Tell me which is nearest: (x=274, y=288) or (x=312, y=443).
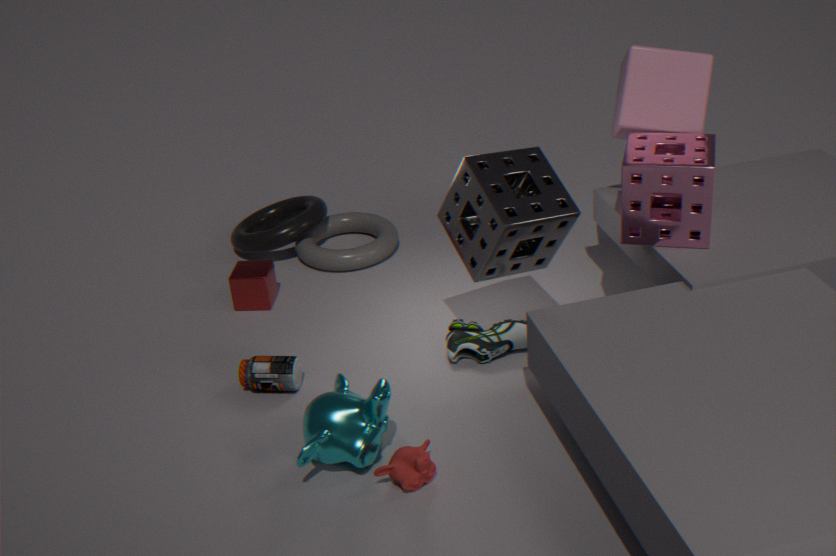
(x=312, y=443)
